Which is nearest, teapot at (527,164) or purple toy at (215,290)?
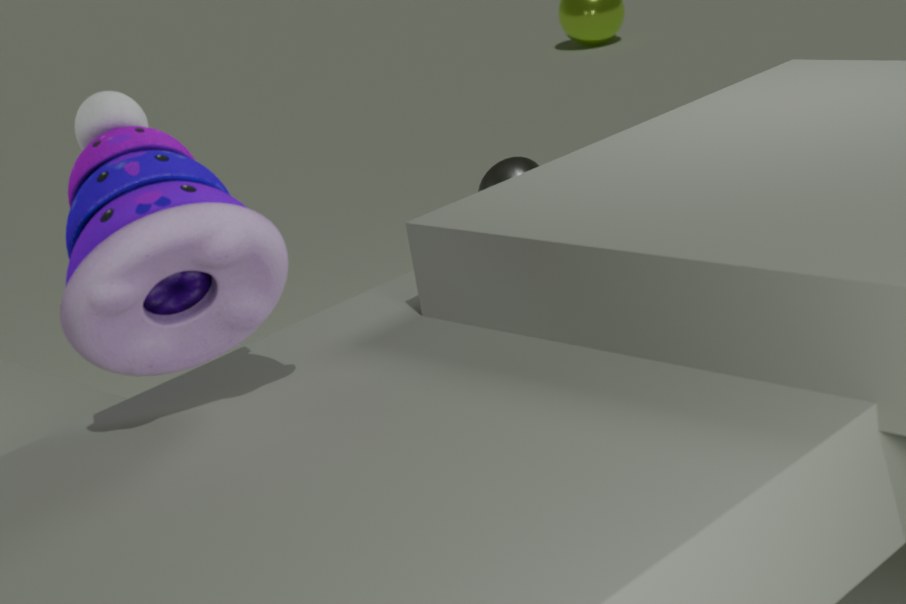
purple toy at (215,290)
